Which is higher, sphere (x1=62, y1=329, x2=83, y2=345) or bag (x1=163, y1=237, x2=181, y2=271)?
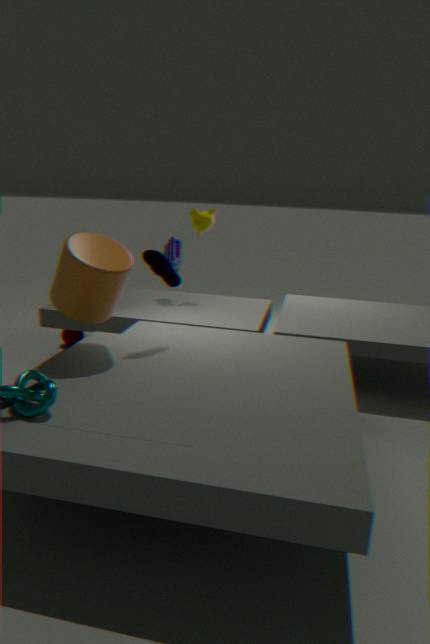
bag (x1=163, y1=237, x2=181, y2=271)
